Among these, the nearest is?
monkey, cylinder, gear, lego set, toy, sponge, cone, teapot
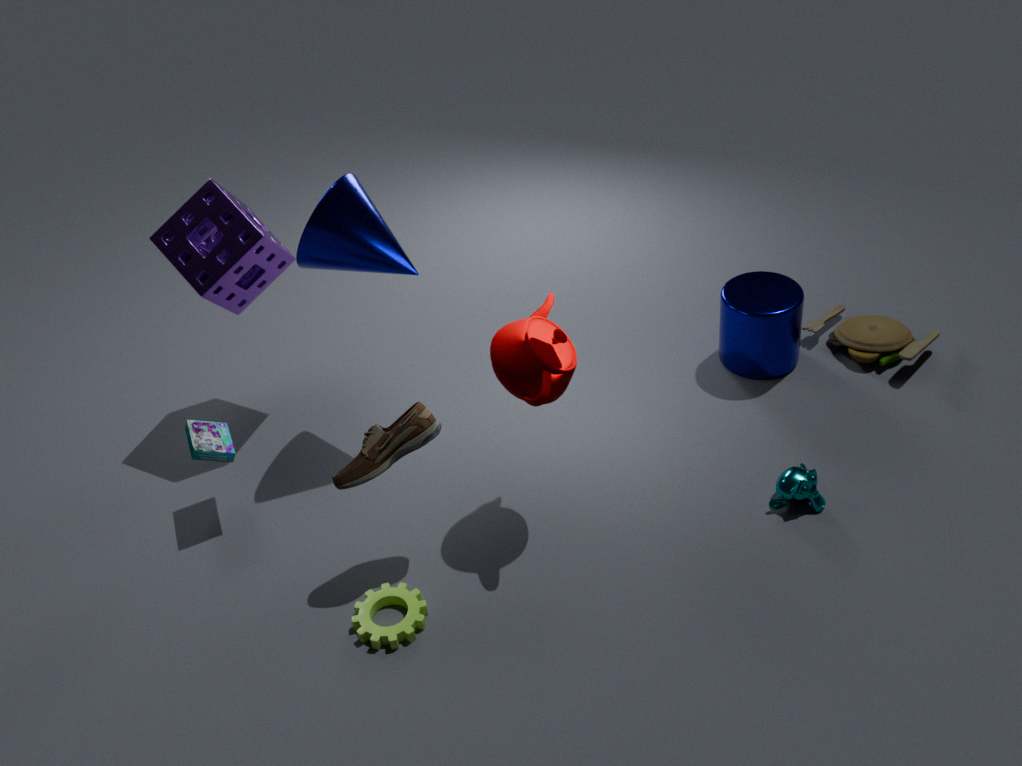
teapot
